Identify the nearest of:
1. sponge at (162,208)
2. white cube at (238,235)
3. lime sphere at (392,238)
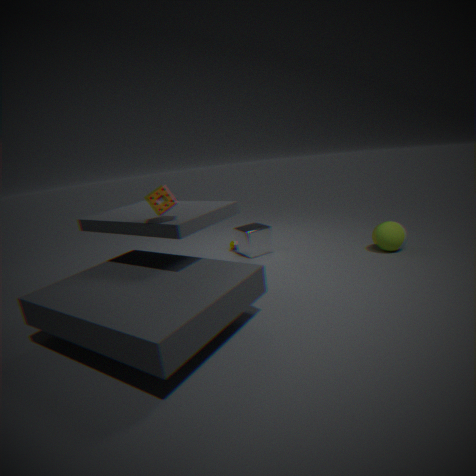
sponge at (162,208)
